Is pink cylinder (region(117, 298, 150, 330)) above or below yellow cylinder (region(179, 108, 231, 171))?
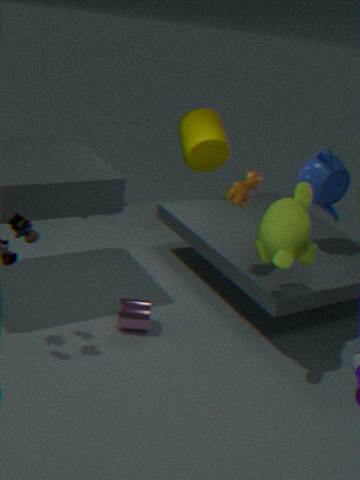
below
